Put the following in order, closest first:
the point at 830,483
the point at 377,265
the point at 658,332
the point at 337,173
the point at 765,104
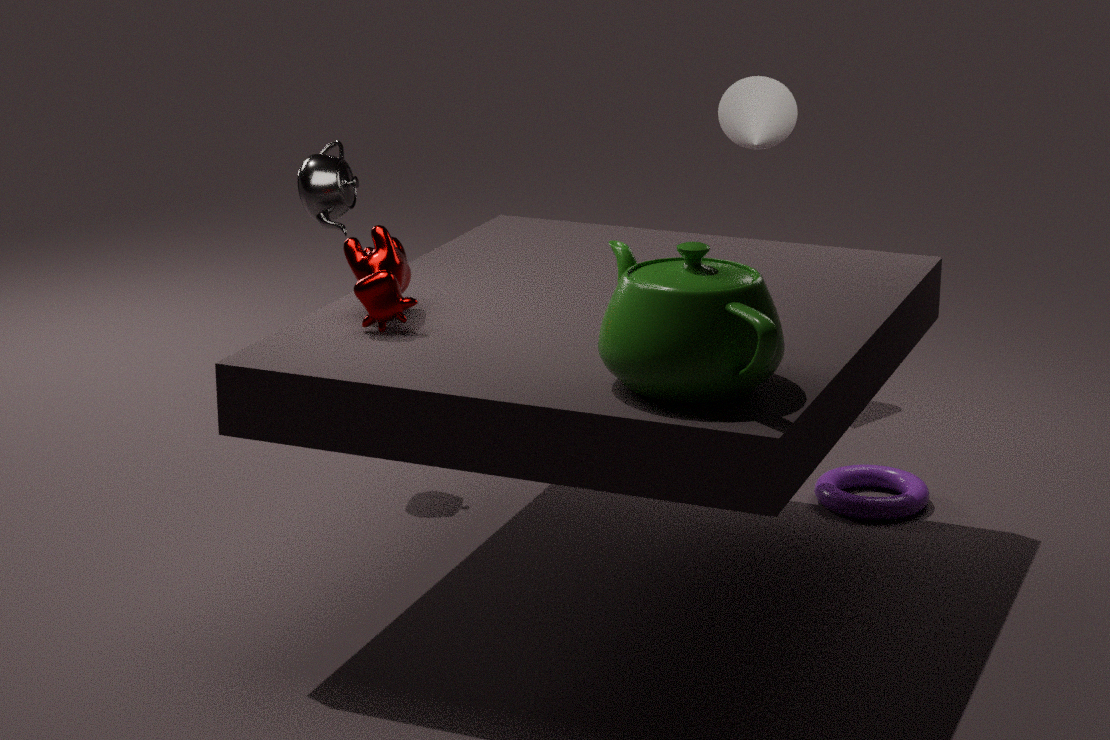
the point at 658,332 < the point at 377,265 < the point at 337,173 < the point at 830,483 < the point at 765,104
